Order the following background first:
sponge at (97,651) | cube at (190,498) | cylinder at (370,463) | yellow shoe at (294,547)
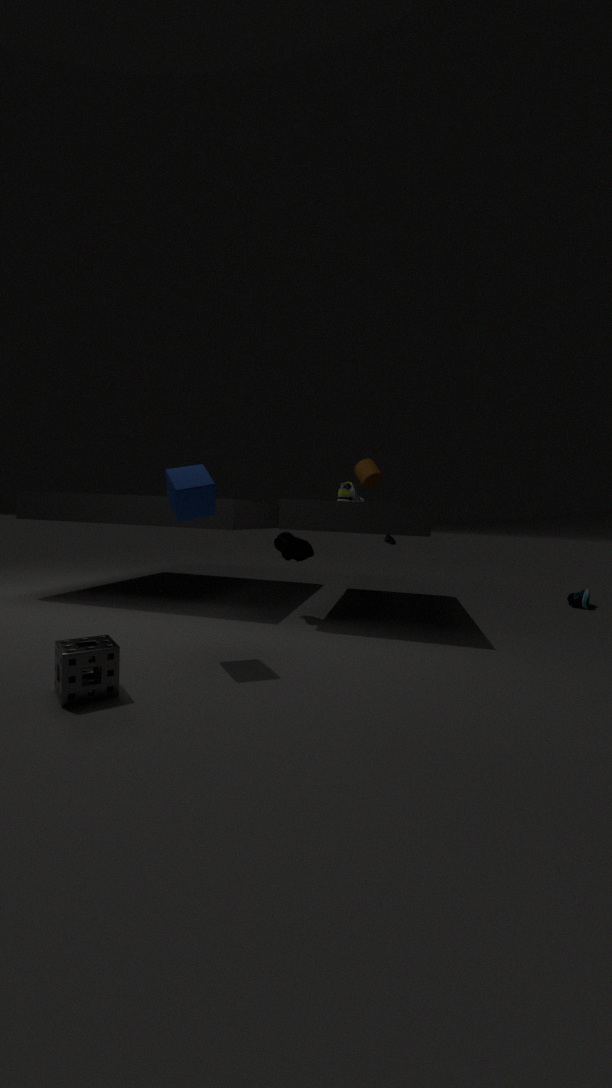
cylinder at (370,463) → yellow shoe at (294,547) → cube at (190,498) → sponge at (97,651)
